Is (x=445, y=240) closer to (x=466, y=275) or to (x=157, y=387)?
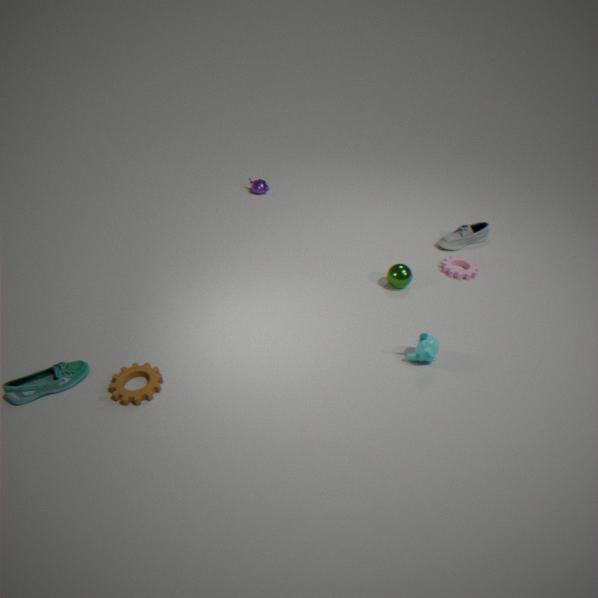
(x=466, y=275)
